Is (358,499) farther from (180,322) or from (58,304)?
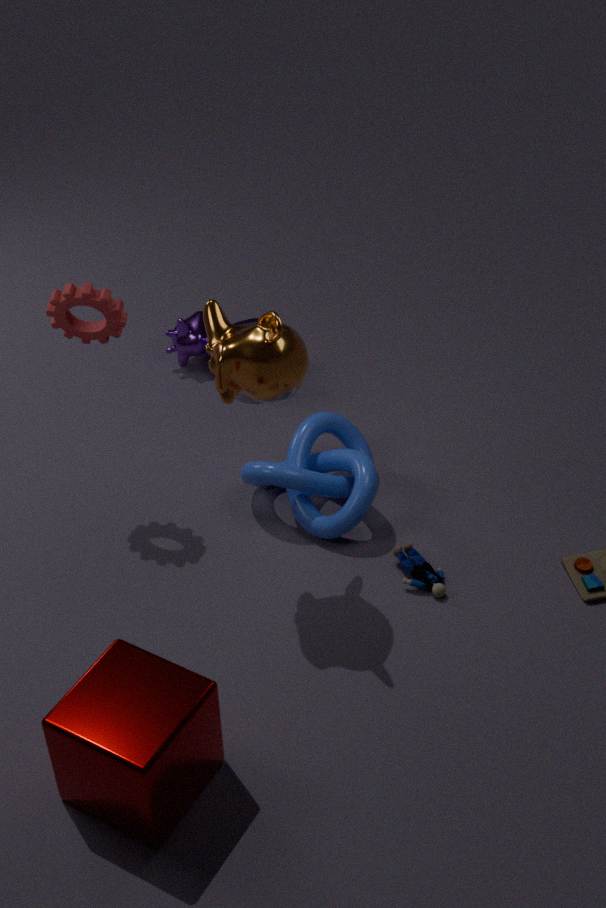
(58,304)
